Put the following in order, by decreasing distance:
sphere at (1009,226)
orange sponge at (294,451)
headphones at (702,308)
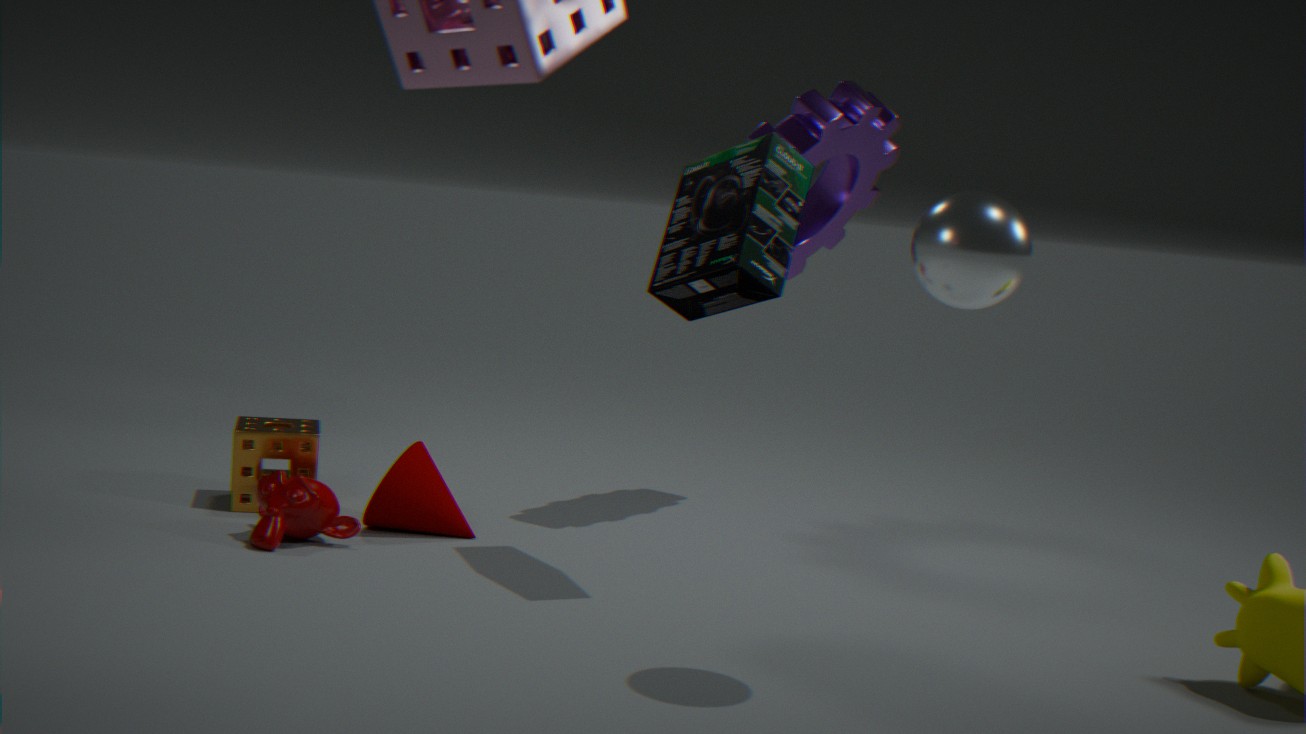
orange sponge at (294,451) → headphones at (702,308) → sphere at (1009,226)
